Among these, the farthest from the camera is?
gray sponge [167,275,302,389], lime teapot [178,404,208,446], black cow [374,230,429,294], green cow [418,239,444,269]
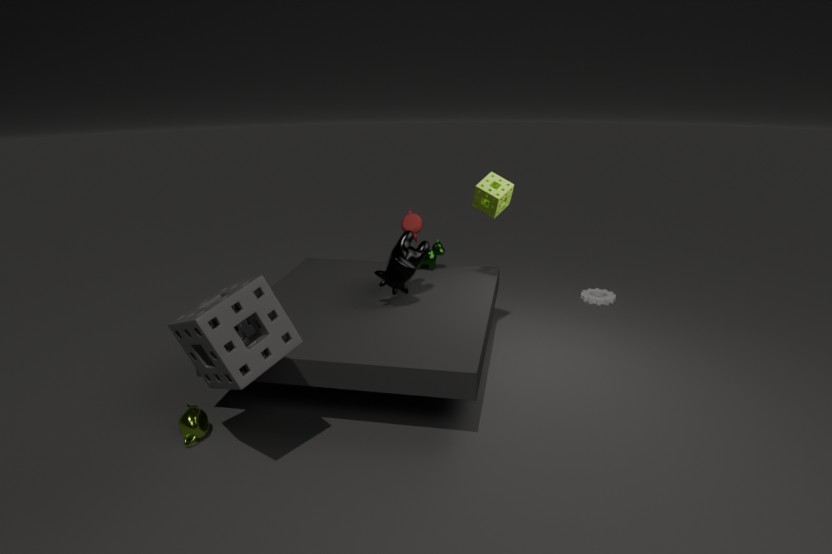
green cow [418,239,444,269]
